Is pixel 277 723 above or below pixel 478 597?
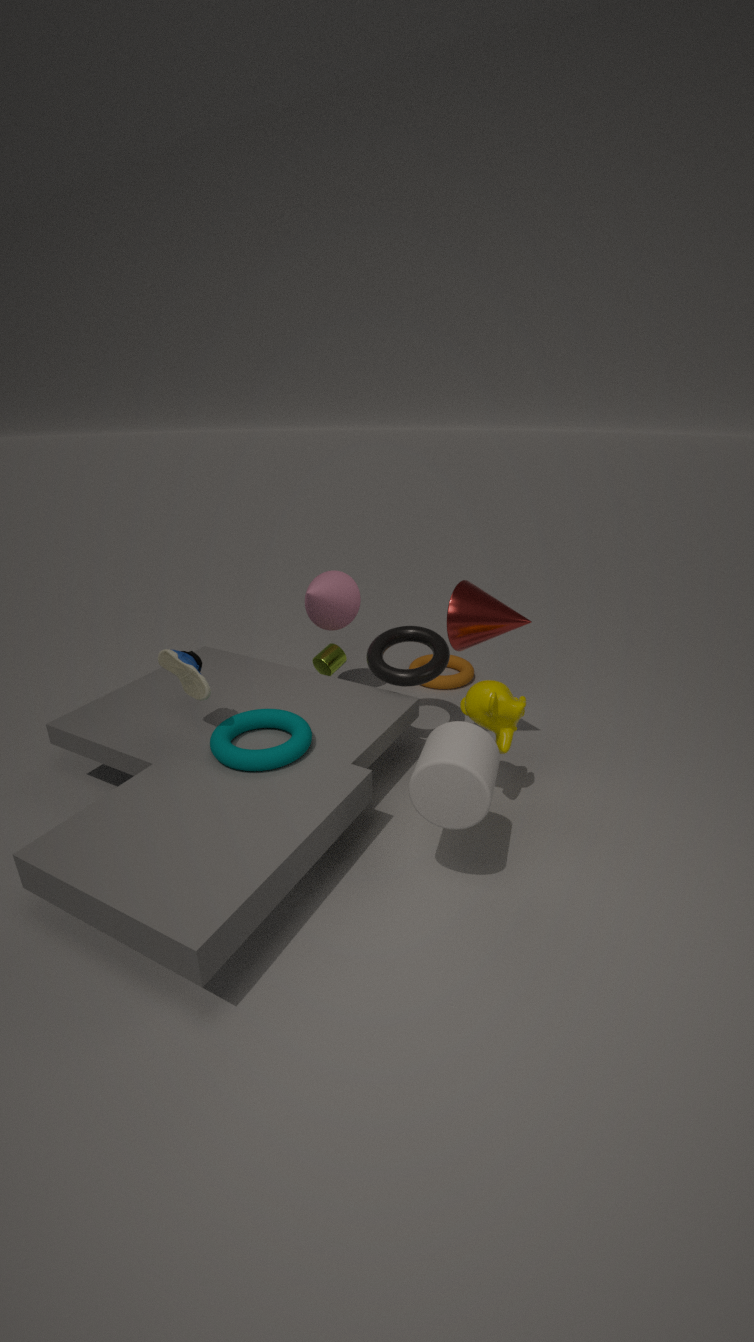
below
